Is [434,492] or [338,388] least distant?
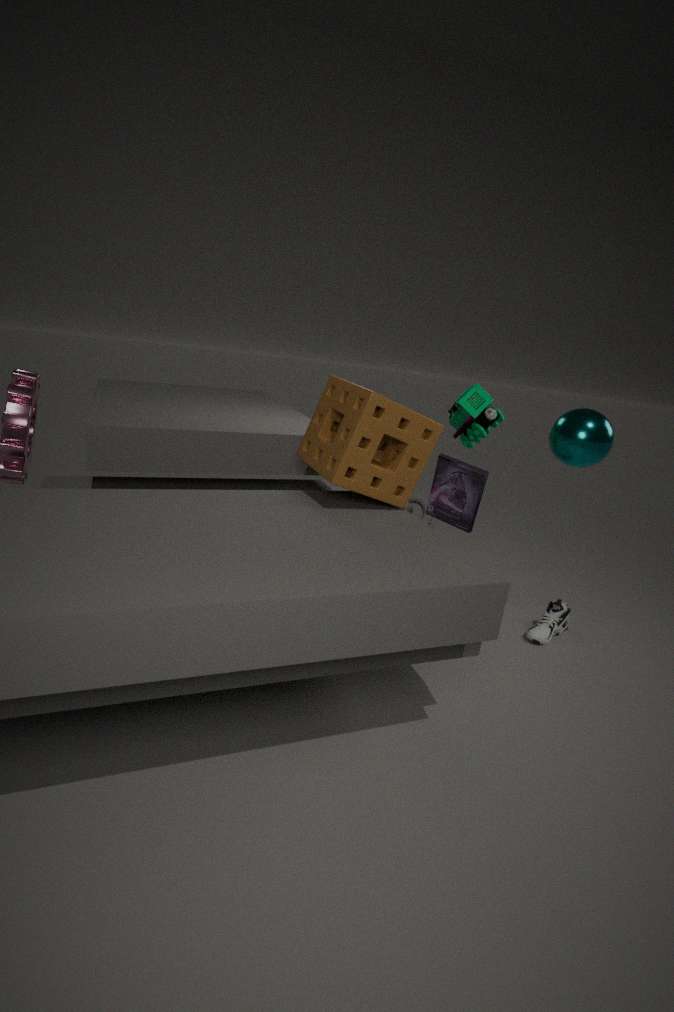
[338,388]
